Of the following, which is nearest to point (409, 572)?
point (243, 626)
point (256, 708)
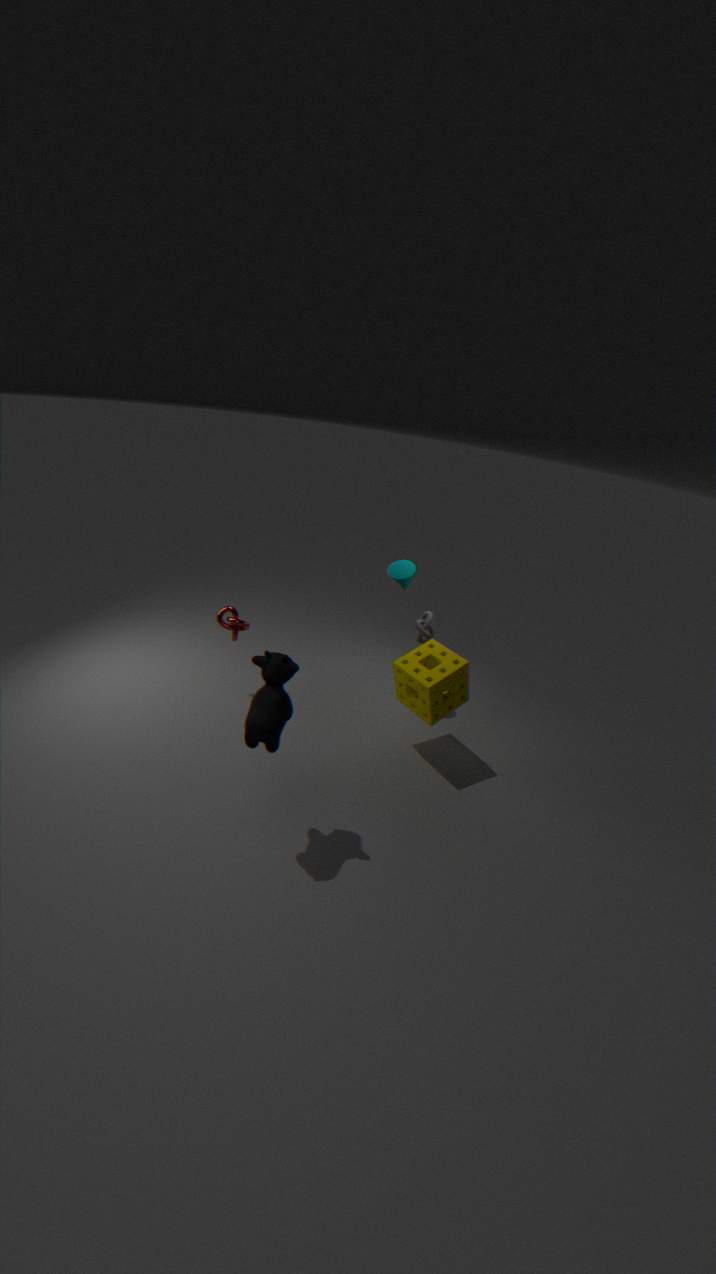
point (243, 626)
